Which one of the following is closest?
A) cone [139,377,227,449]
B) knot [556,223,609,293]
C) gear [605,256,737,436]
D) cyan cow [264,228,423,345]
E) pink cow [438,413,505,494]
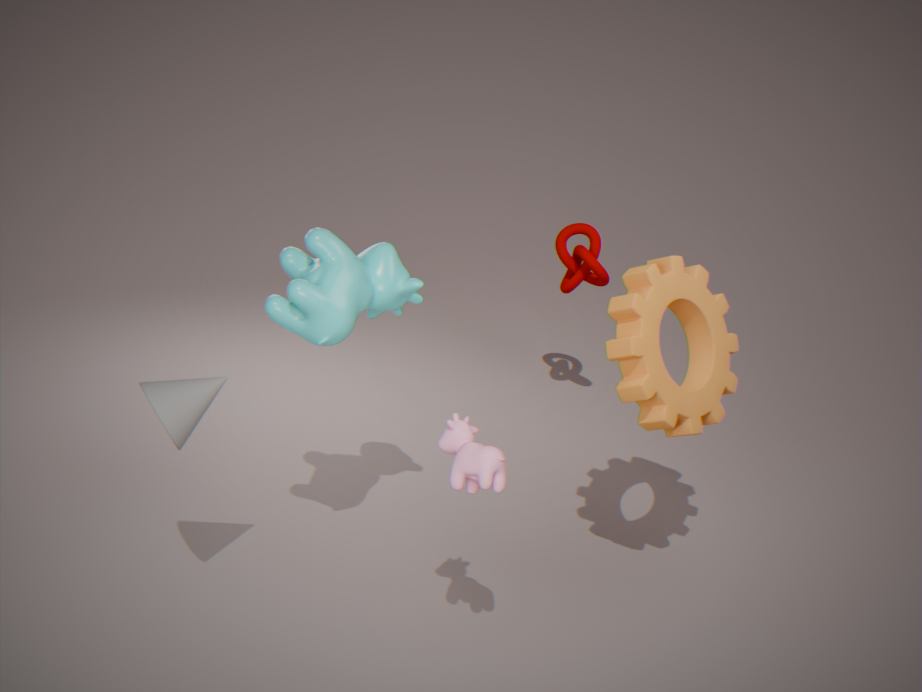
pink cow [438,413,505,494]
